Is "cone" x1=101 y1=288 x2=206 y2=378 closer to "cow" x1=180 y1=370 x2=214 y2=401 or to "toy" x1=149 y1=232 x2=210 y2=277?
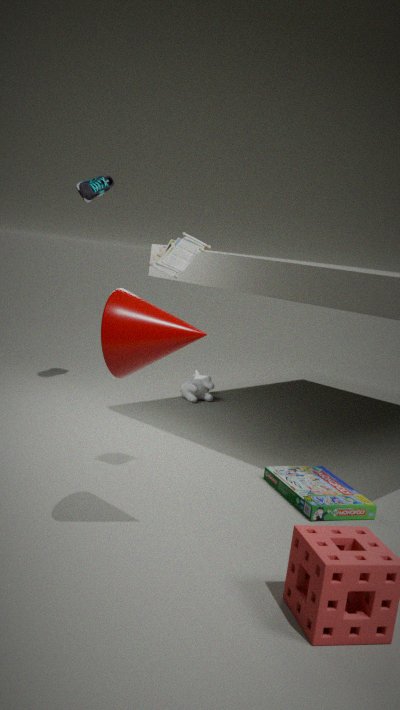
"toy" x1=149 y1=232 x2=210 y2=277
